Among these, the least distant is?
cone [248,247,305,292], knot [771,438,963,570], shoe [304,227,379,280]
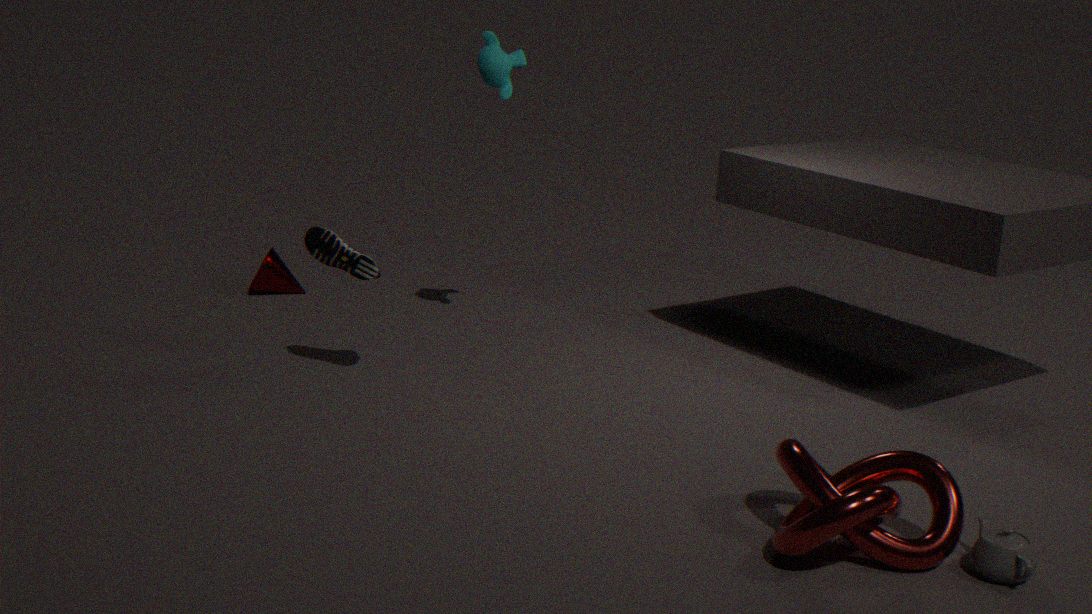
knot [771,438,963,570]
